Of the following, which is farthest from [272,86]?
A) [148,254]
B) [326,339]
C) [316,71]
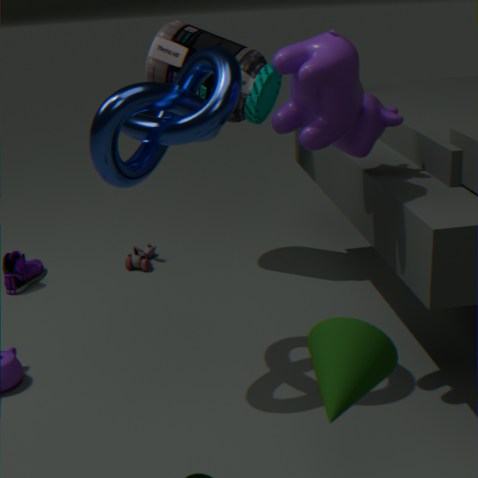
[326,339]
